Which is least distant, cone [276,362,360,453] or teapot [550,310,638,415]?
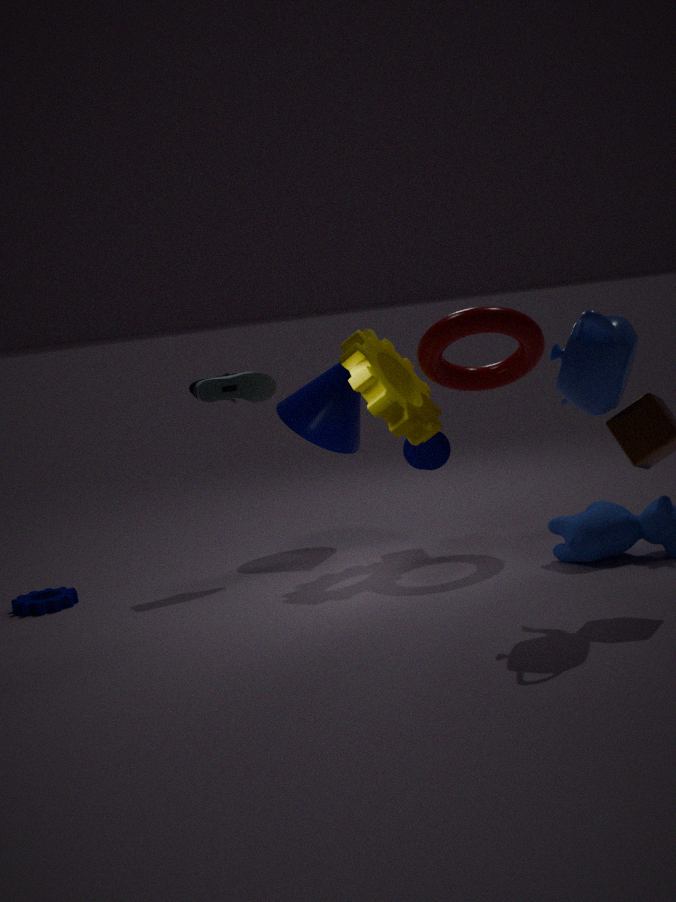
teapot [550,310,638,415]
